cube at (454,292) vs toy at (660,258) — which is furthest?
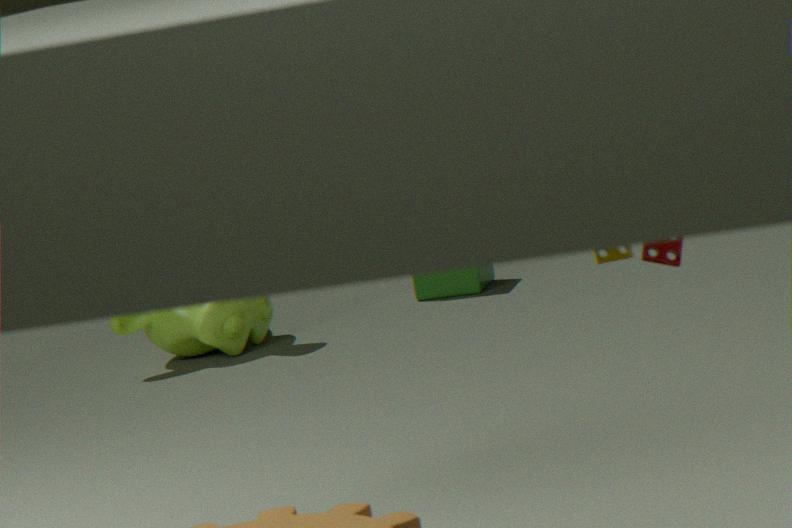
cube at (454,292)
